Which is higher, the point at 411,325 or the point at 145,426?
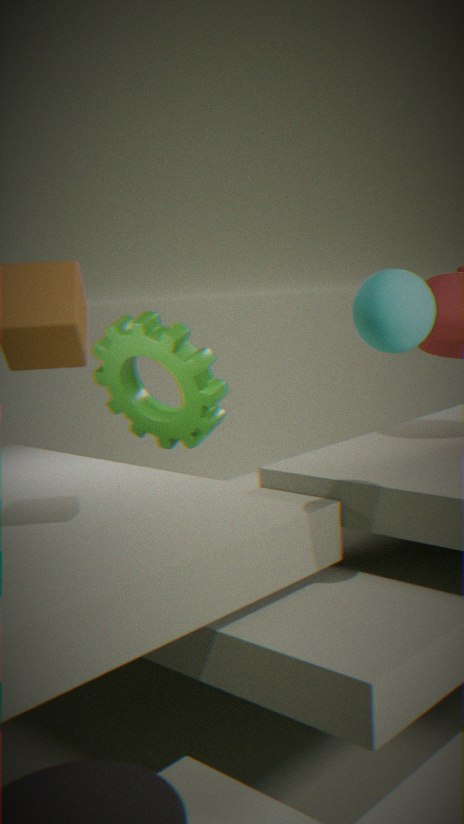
the point at 411,325
